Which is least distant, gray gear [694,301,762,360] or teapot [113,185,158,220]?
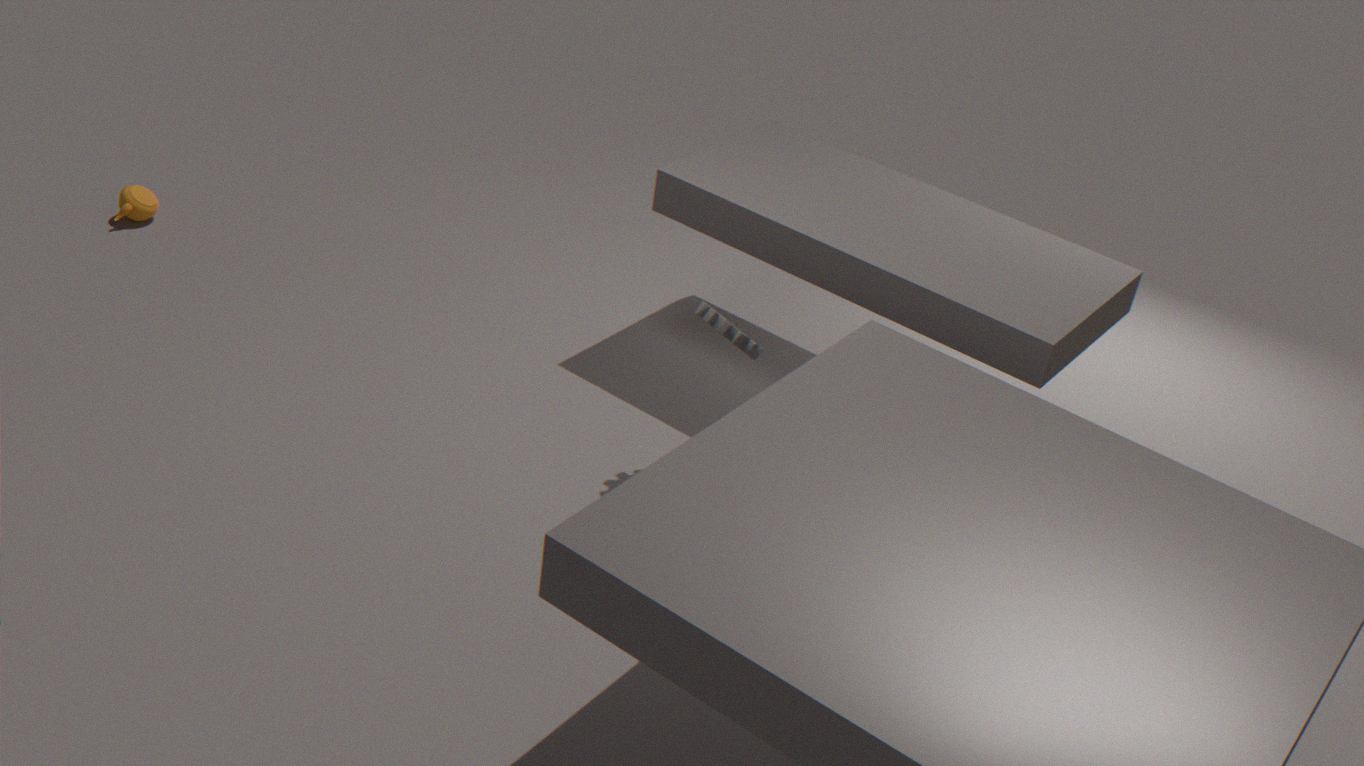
gray gear [694,301,762,360]
